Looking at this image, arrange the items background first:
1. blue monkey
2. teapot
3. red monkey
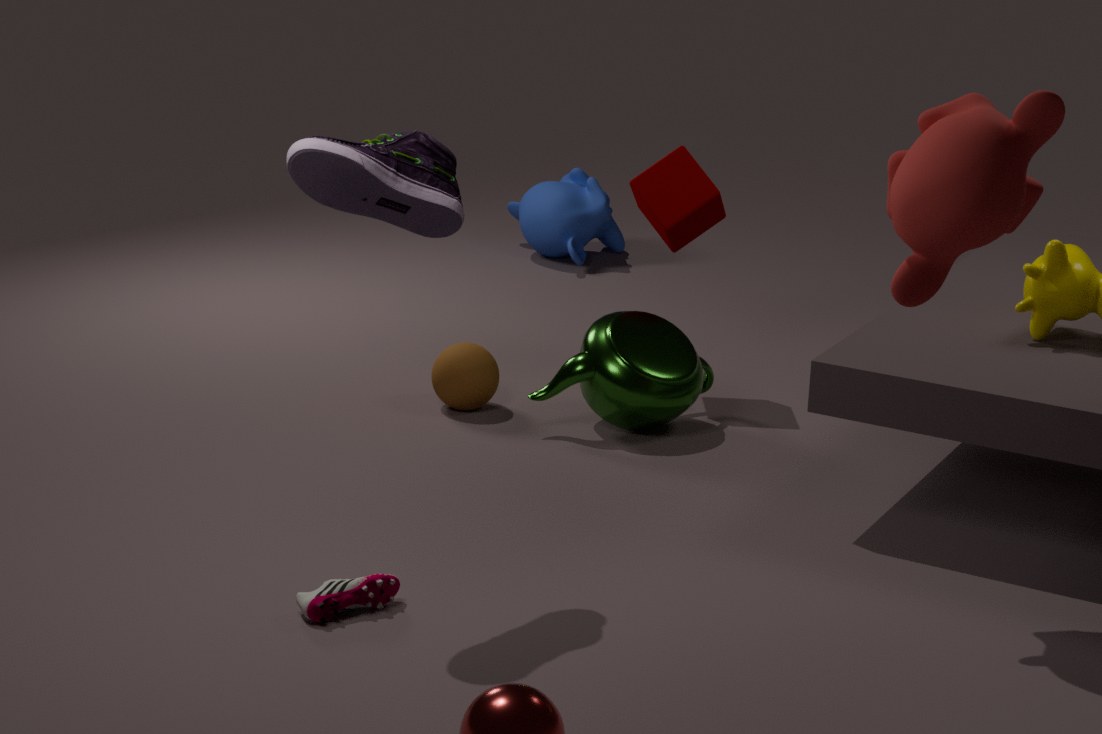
blue monkey, teapot, red monkey
